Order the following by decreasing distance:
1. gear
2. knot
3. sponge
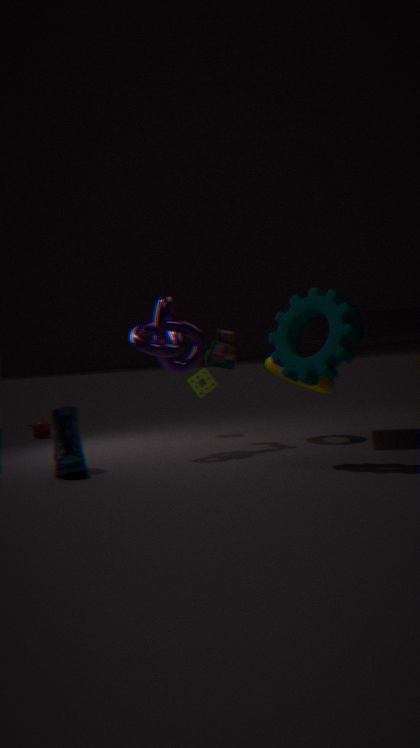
sponge, knot, gear
